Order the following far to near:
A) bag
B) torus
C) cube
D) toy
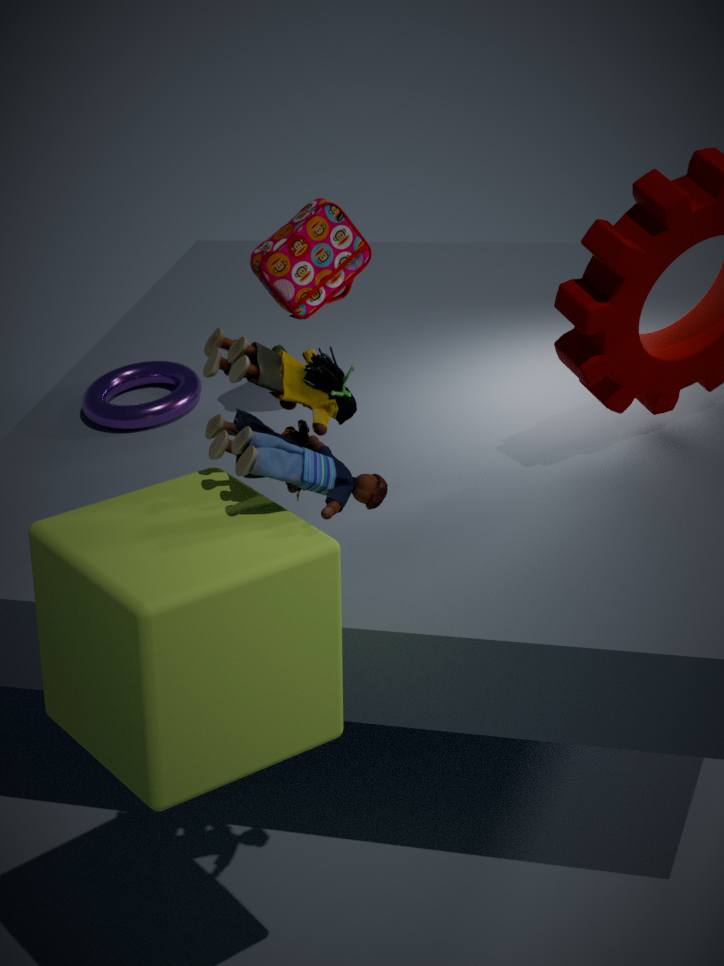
1. torus
2. bag
3. toy
4. cube
